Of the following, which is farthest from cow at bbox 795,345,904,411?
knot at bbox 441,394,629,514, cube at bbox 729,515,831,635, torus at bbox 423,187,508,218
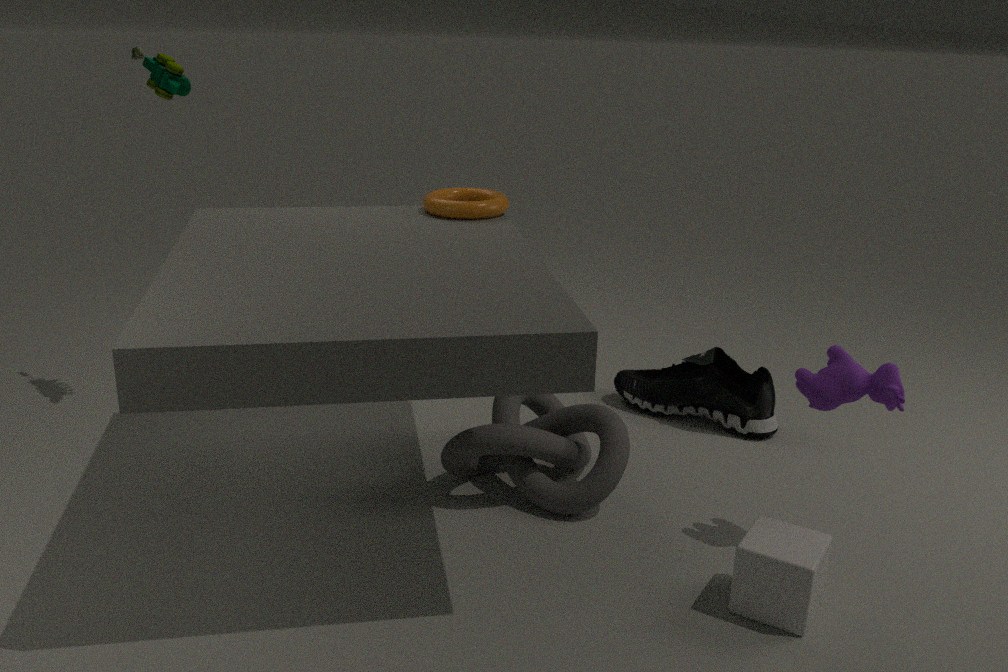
torus at bbox 423,187,508,218
